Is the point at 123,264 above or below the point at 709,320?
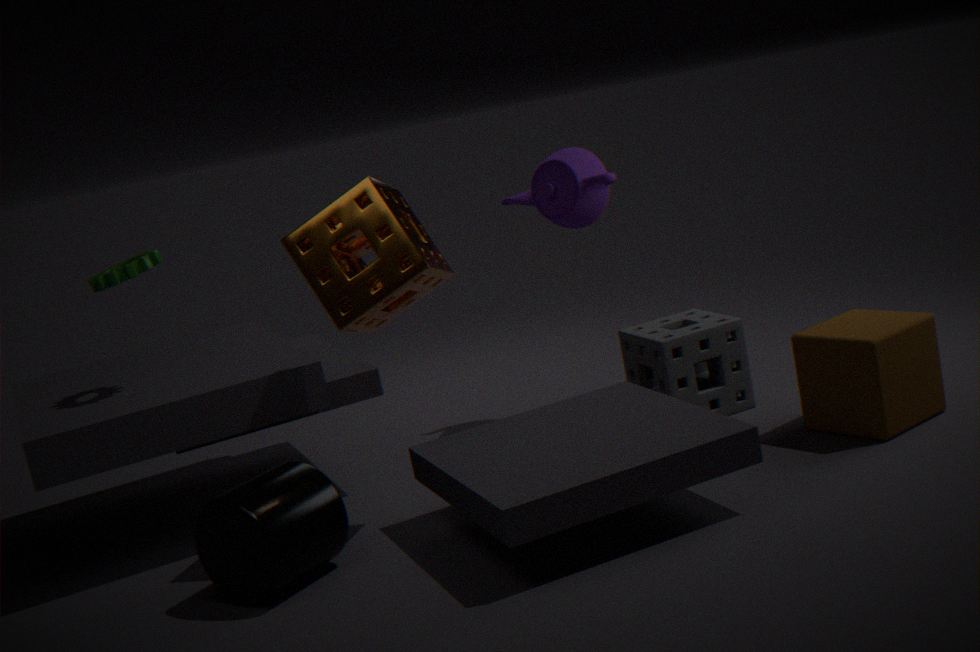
above
